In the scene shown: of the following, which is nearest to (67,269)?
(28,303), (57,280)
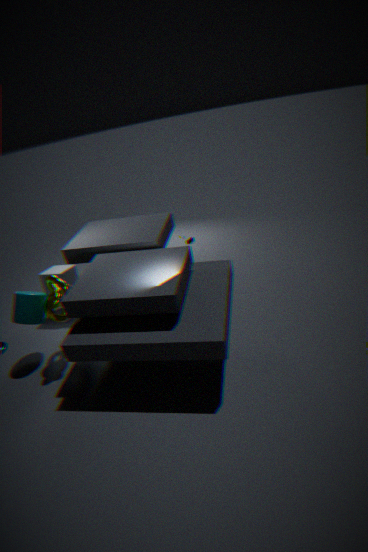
(28,303)
